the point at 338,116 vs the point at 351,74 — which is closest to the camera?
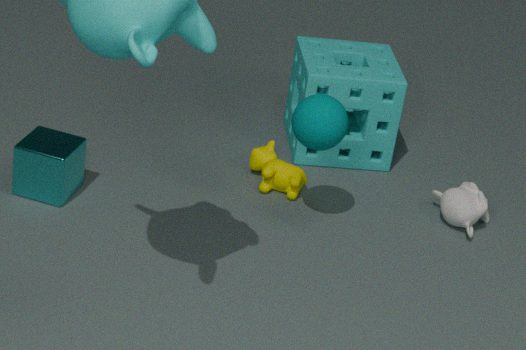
the point at 338,116
